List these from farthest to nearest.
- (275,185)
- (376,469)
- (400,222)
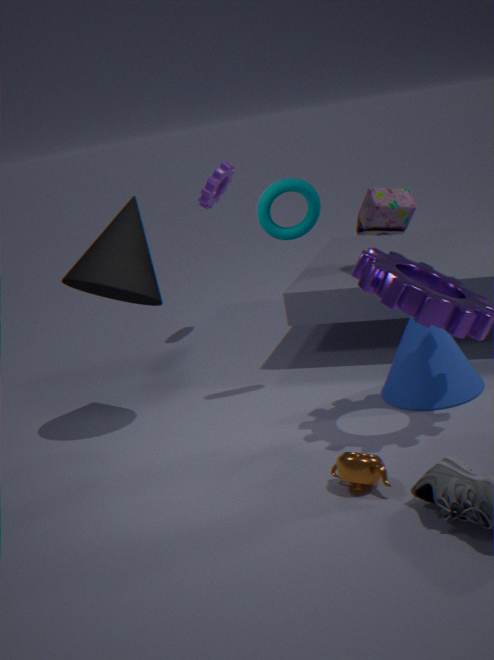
(400,222) < (275,185) < (376,469)
